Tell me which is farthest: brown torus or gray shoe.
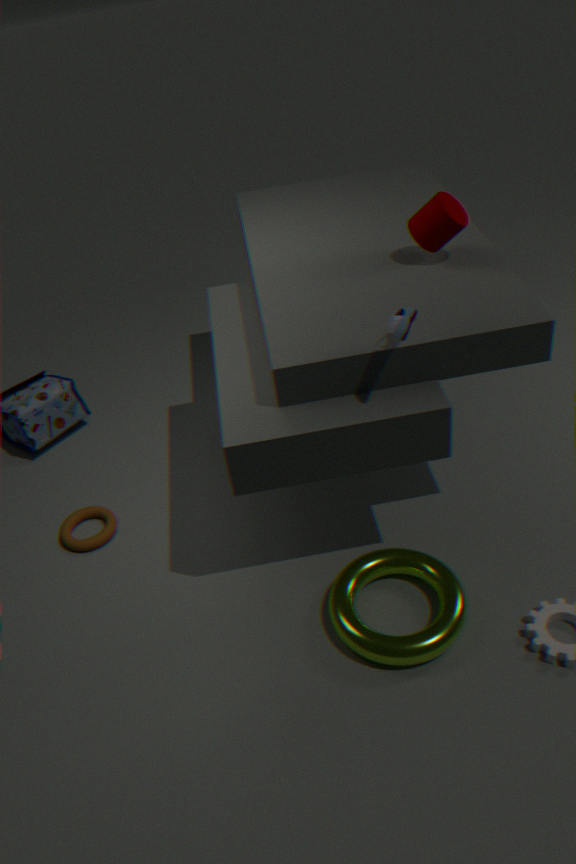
brown torus
